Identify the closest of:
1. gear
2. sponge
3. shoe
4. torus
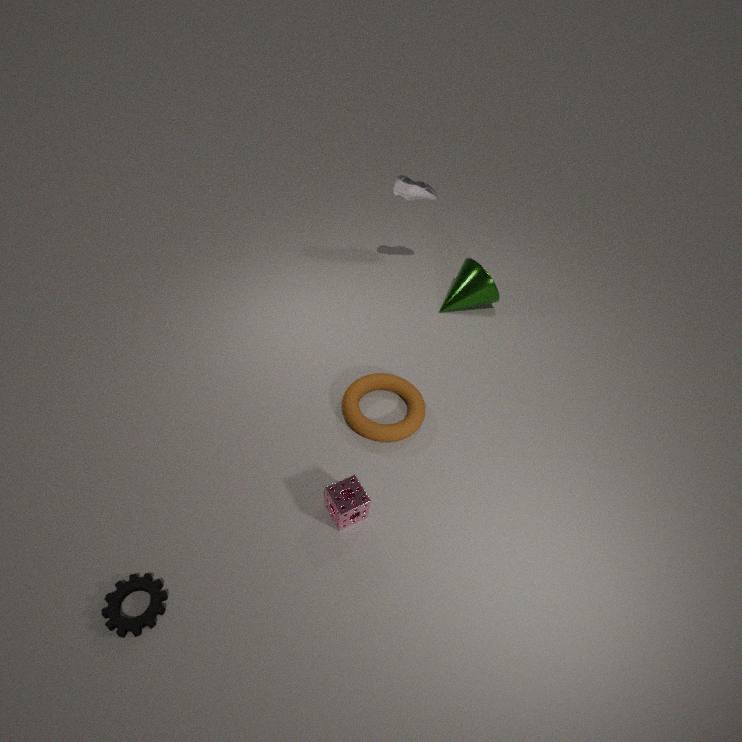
gear
